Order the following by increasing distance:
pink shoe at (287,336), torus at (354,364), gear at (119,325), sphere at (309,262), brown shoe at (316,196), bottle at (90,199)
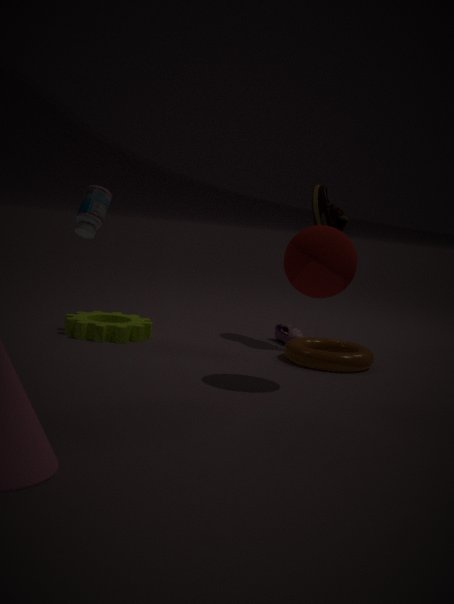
bottle at (90,199), sphere at (309,262), torus at (354,364), gear at (119,325), brown shoe at (316,196), pink shoe at (287,336)
